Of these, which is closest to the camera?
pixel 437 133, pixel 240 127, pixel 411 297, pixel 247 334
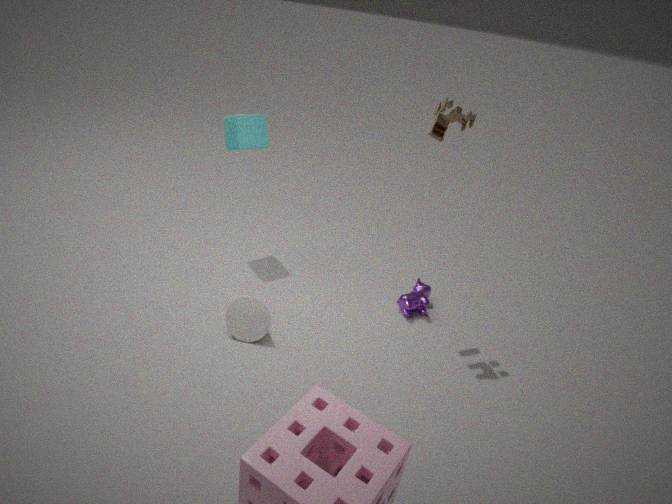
pixel 247 334
